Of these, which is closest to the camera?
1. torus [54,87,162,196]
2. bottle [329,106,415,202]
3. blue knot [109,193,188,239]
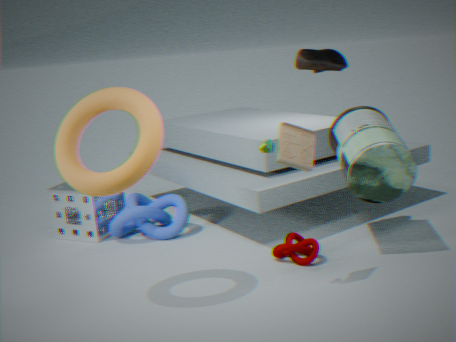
torus [54,87,162,196]
